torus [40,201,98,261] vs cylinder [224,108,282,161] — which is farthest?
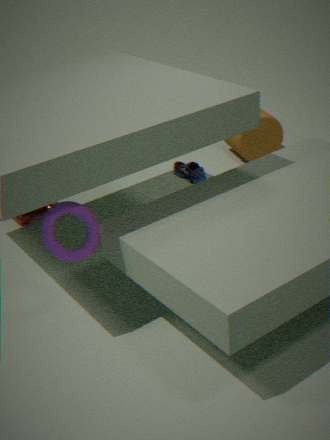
cylinder [224,108,282,161]
